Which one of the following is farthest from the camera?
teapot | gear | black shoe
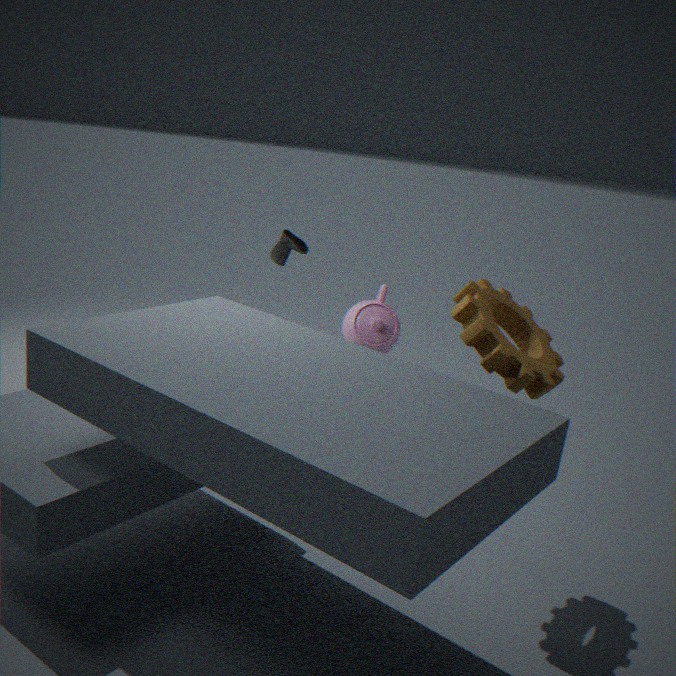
black shoe
